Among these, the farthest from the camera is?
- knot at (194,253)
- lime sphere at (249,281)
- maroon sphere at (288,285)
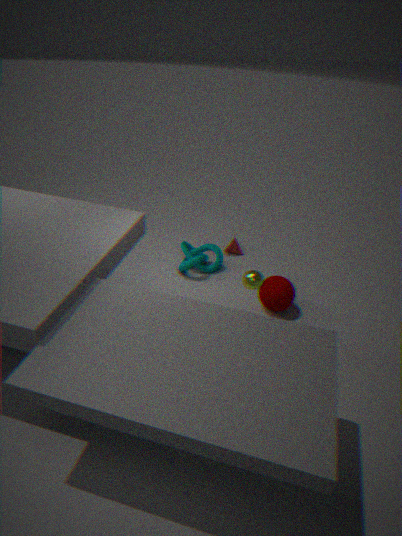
knot at (194,253)
